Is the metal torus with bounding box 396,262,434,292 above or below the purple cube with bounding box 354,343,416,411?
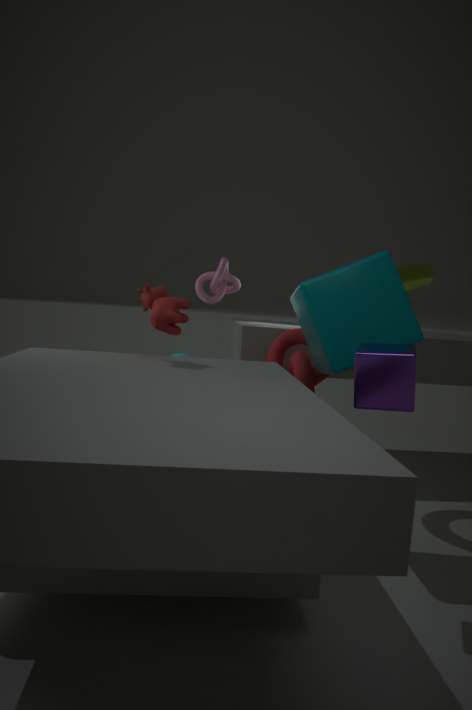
above
